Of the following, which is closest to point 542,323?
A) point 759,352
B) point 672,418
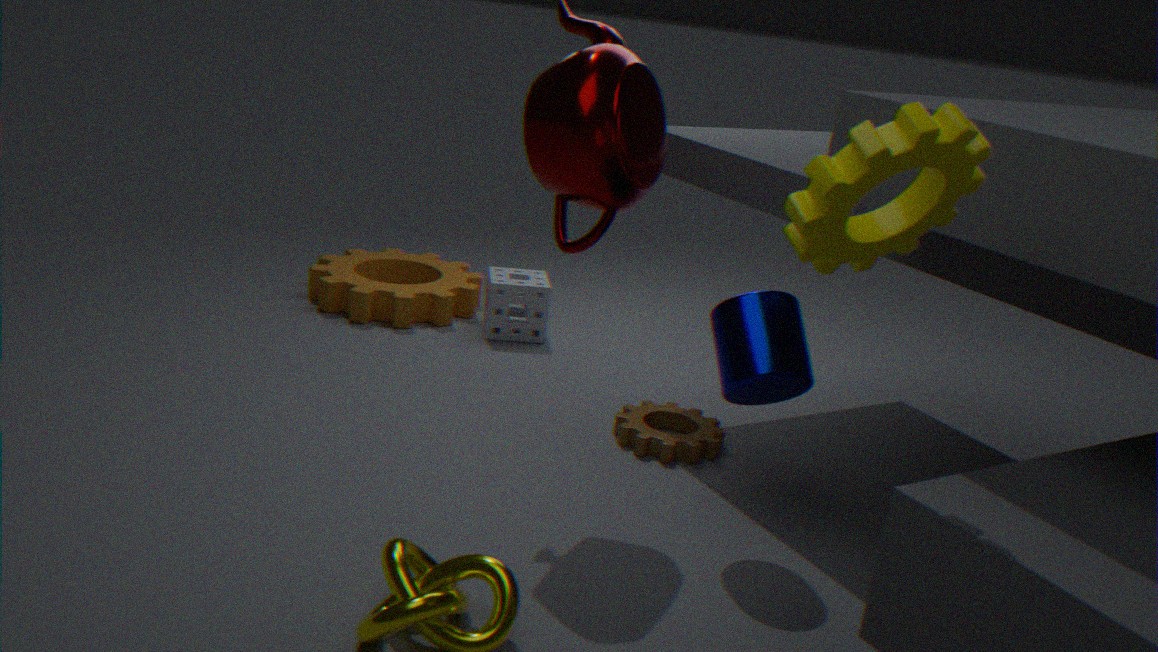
point 672,418
